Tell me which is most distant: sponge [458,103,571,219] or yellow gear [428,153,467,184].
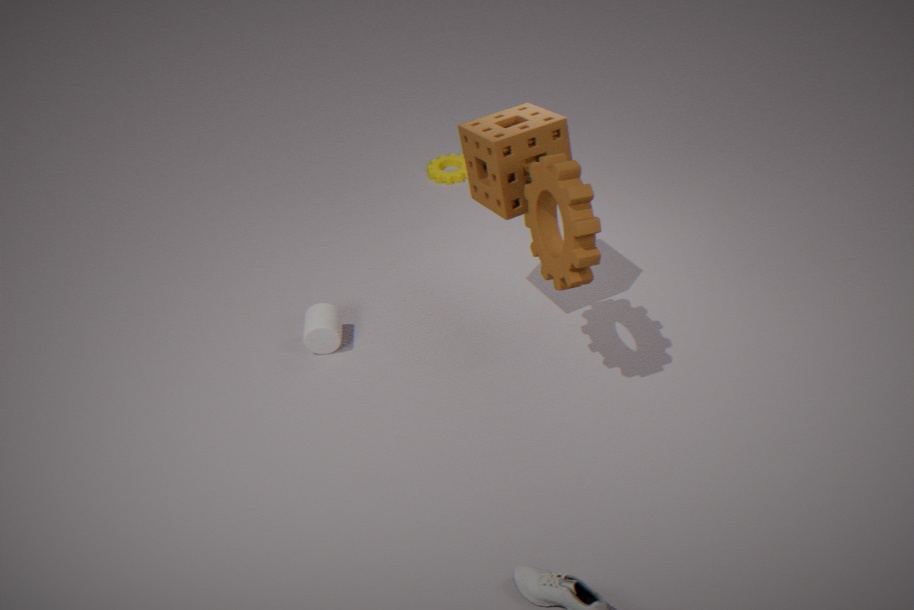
yellow gear [428,153,467,184]
